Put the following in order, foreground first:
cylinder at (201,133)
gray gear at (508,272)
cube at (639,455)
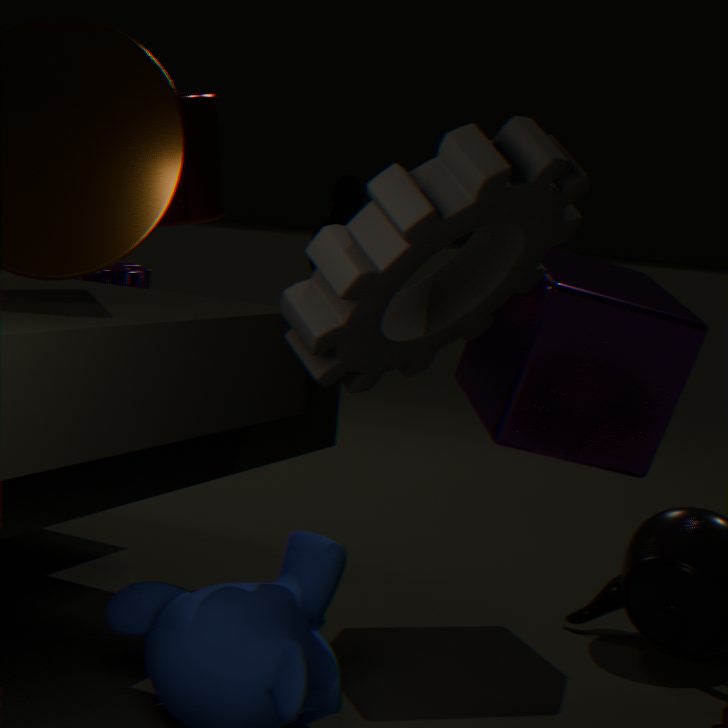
1. gray gear at (508,272)
2. cube at (639,455)
3. cylinder at (201,133)
